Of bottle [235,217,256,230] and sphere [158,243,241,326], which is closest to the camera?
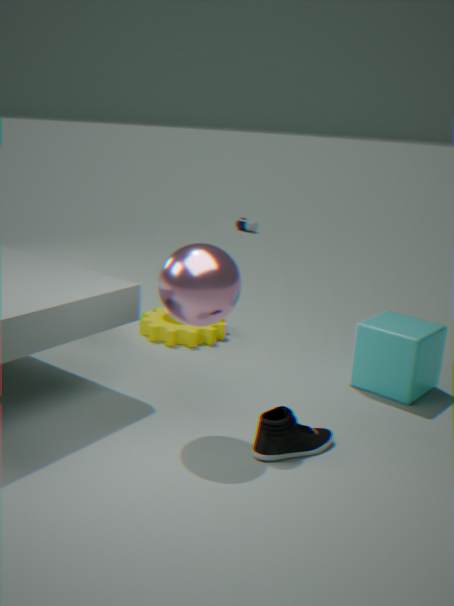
sphere [158,243,241,326]
